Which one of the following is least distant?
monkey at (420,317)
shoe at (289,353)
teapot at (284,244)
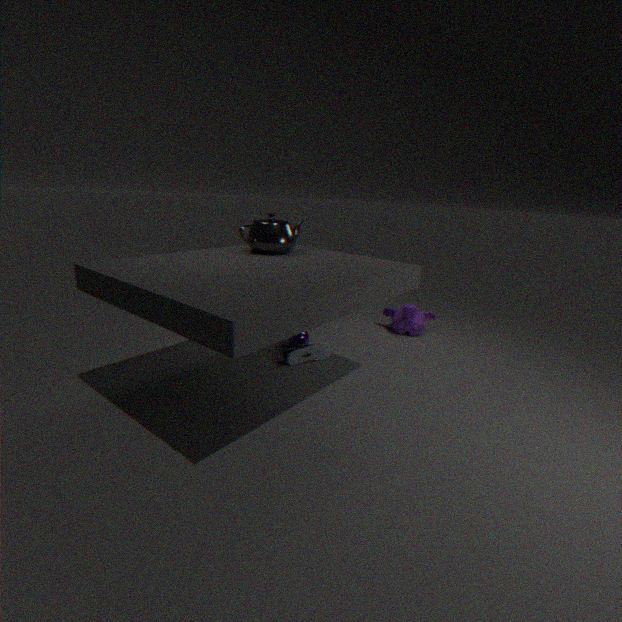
teapot at (284,244)
